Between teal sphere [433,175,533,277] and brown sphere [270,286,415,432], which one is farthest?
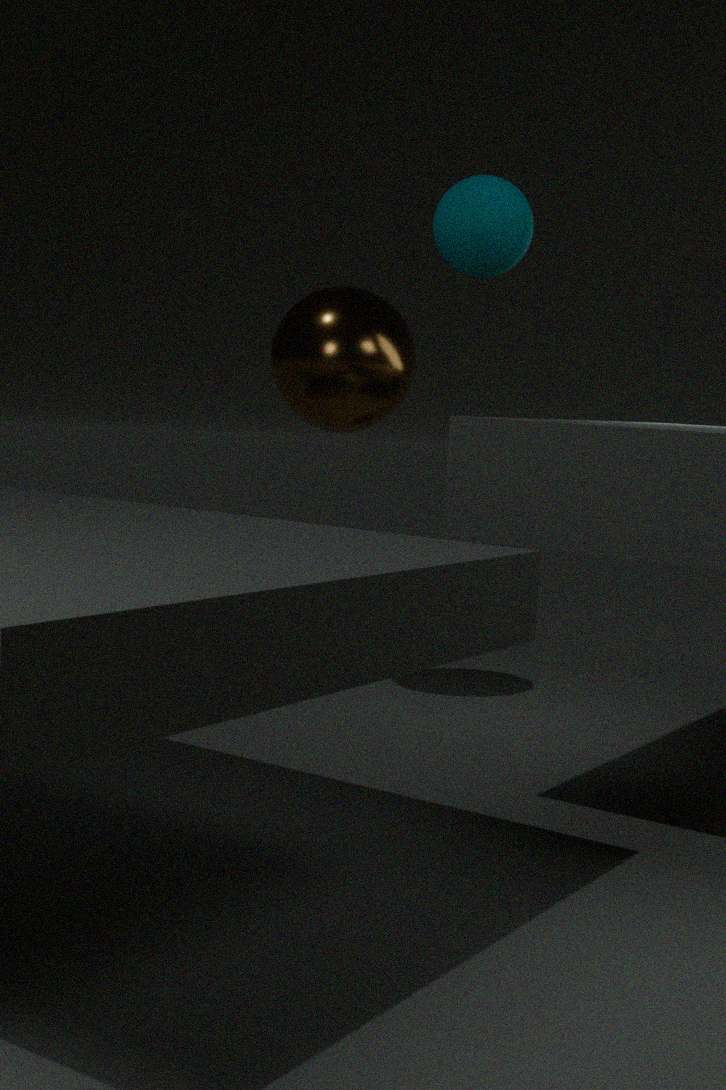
brown sphere [270,286,415,432]
